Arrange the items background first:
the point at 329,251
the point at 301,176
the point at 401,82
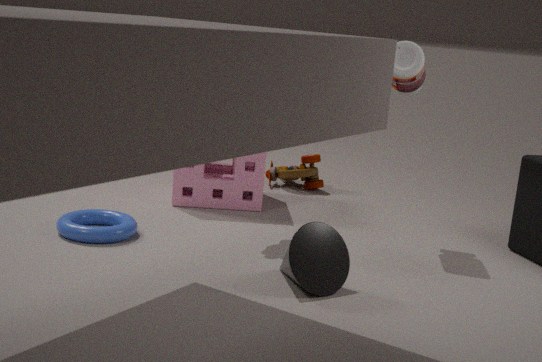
1. the point at 301,176
2. the point at 401,82
3. the point at 329,251
